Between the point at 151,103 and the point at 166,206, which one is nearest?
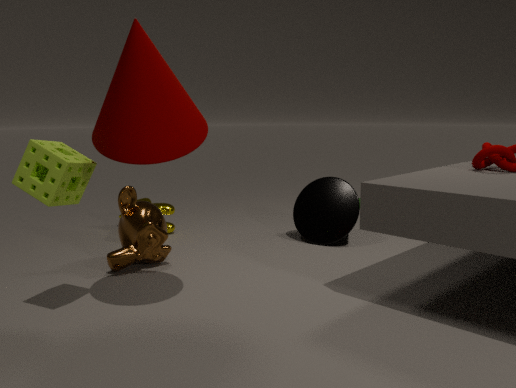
the point at 151,103
